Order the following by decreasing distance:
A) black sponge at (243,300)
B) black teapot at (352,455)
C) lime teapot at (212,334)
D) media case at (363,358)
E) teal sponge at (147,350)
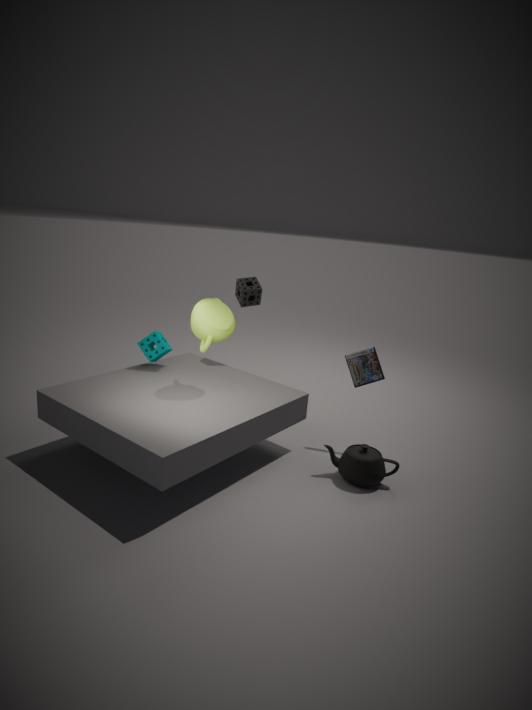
black sponge at (243,300)
teal sponge at (147,350)
media case at (363,358)
lime teapot at (212,334)
black teapot at (352,455)
